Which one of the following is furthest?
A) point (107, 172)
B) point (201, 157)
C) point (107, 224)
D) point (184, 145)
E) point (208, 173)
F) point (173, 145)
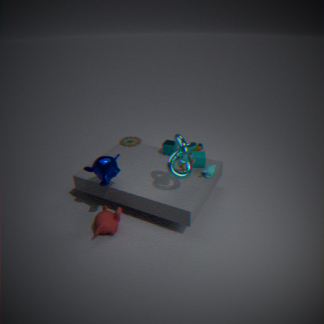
point (173, 145)
